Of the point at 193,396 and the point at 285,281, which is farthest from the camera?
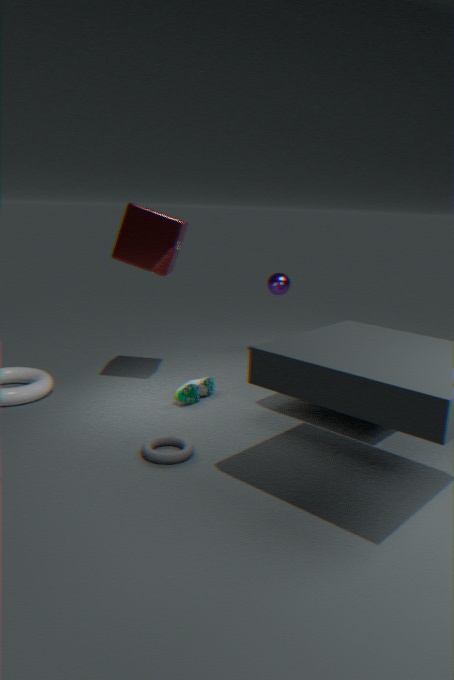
the point at 285,281
